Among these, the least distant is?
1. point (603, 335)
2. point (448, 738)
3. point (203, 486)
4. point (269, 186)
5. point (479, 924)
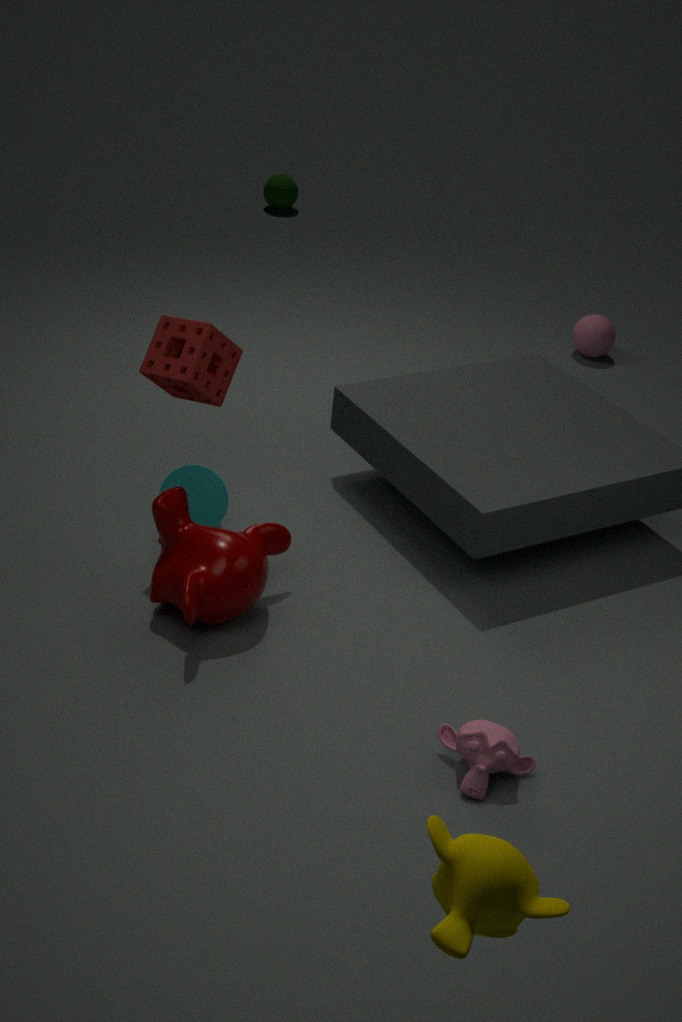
point (479, 924)
